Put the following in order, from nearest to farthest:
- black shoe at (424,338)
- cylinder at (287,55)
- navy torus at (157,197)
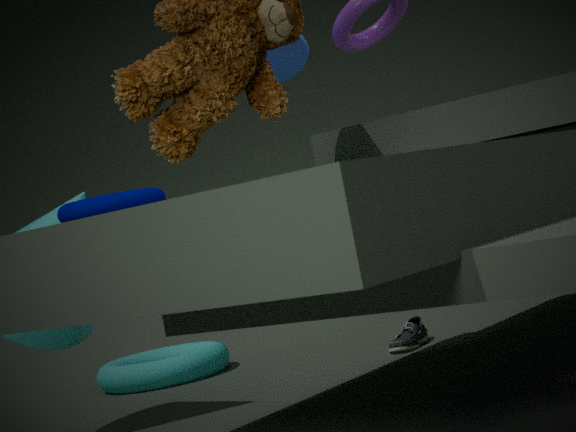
navy torus at (157,197)
cylinder at (287,55)
black shoe at (424,338)
